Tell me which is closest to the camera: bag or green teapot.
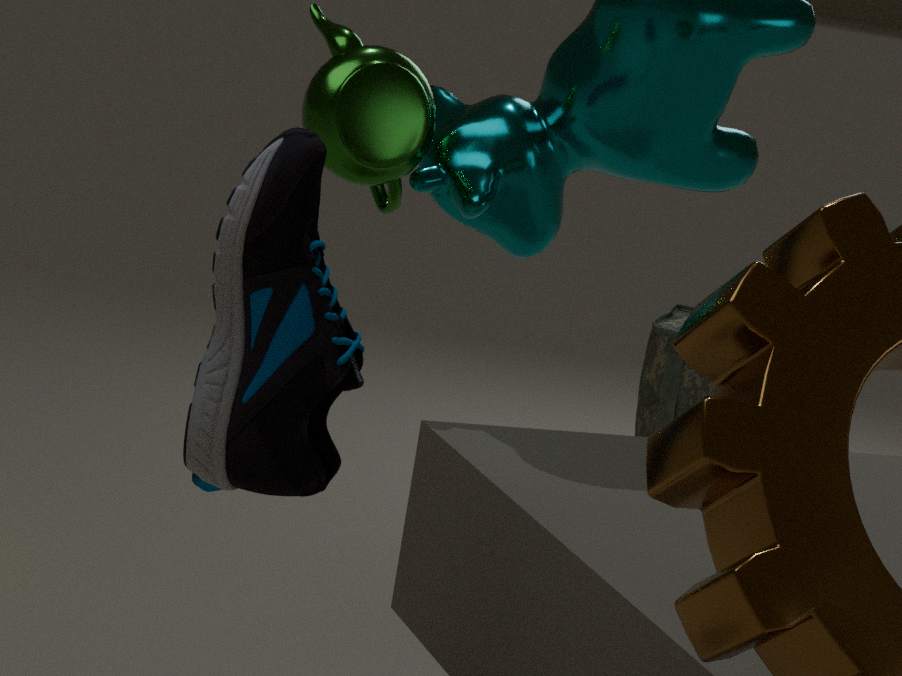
green teapot
